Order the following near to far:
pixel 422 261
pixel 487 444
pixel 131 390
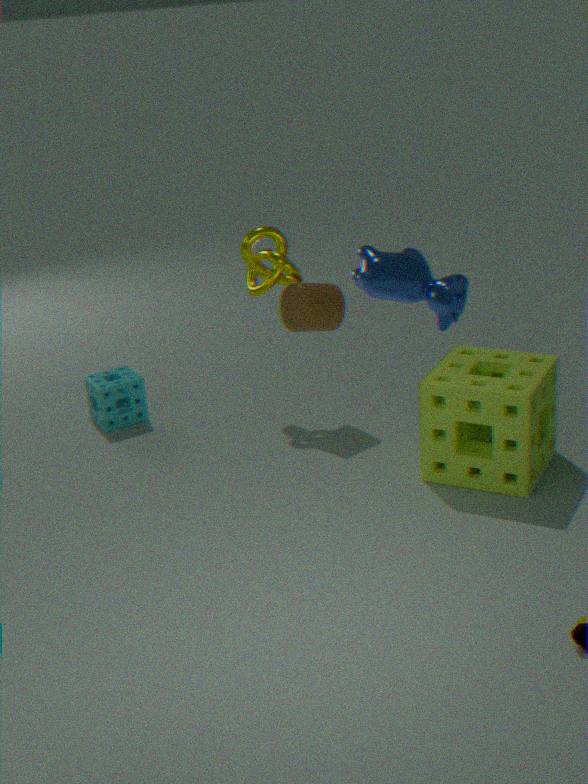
1. pixel 422 261
2. pixel 487 444
3. pixel 131 390
